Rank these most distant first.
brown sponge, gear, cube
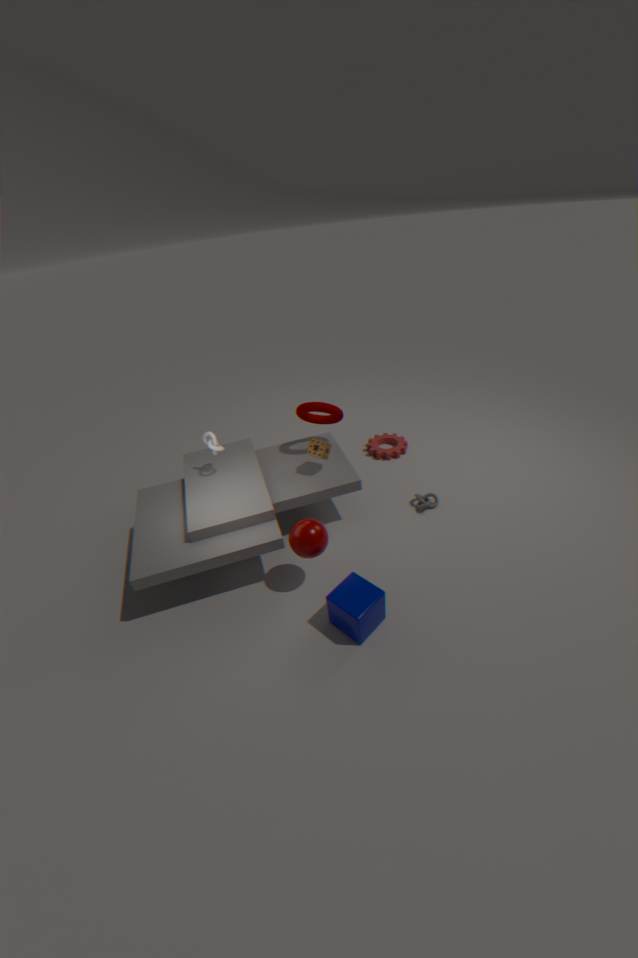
gear, brown sponge, cube
